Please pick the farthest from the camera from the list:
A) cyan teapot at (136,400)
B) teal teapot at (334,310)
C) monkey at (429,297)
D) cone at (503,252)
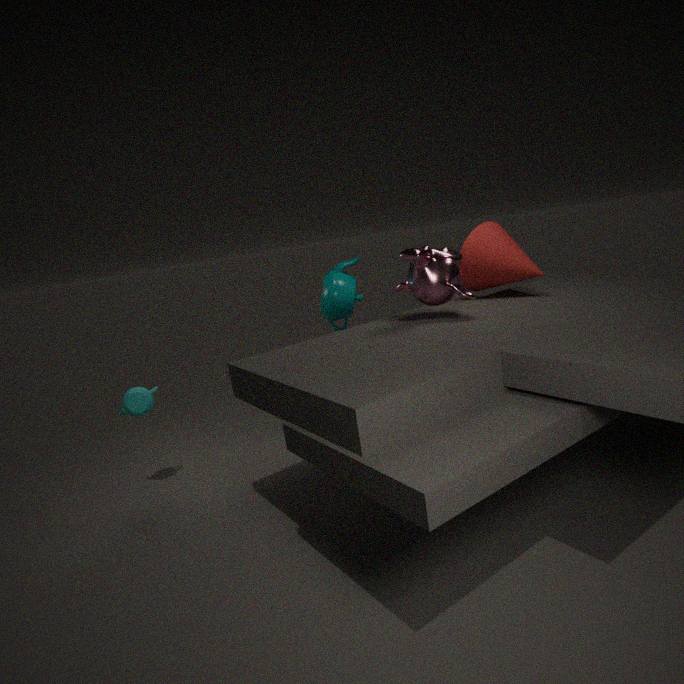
teal teapot at (334,310)
